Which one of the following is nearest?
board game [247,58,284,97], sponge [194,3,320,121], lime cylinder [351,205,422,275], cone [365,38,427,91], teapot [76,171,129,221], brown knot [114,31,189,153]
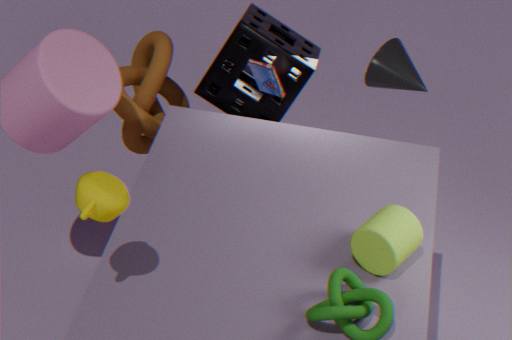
teapot [76,171,129,221]
